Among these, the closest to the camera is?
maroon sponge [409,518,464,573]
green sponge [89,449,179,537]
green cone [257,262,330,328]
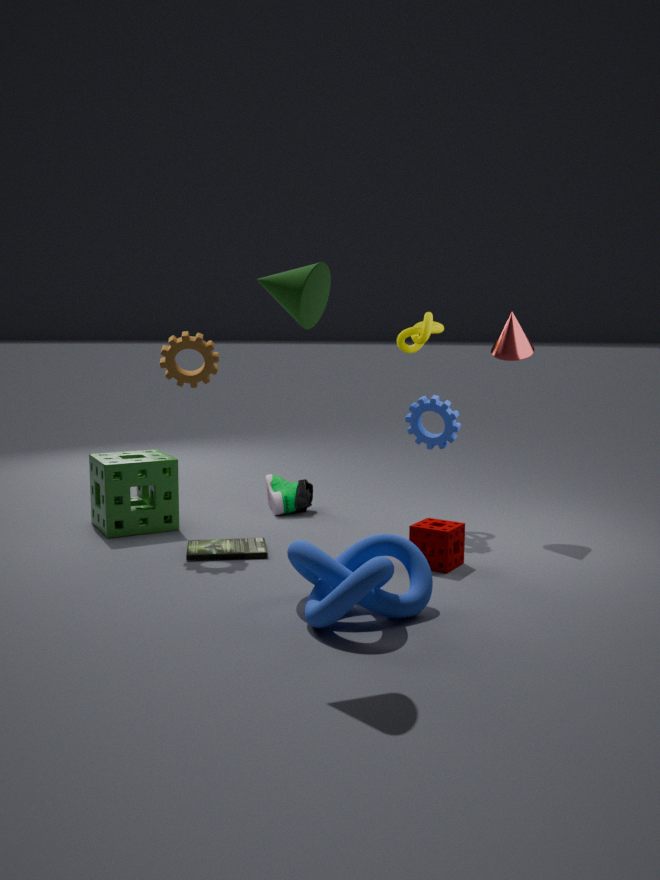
green cone [257,262,330,328]
